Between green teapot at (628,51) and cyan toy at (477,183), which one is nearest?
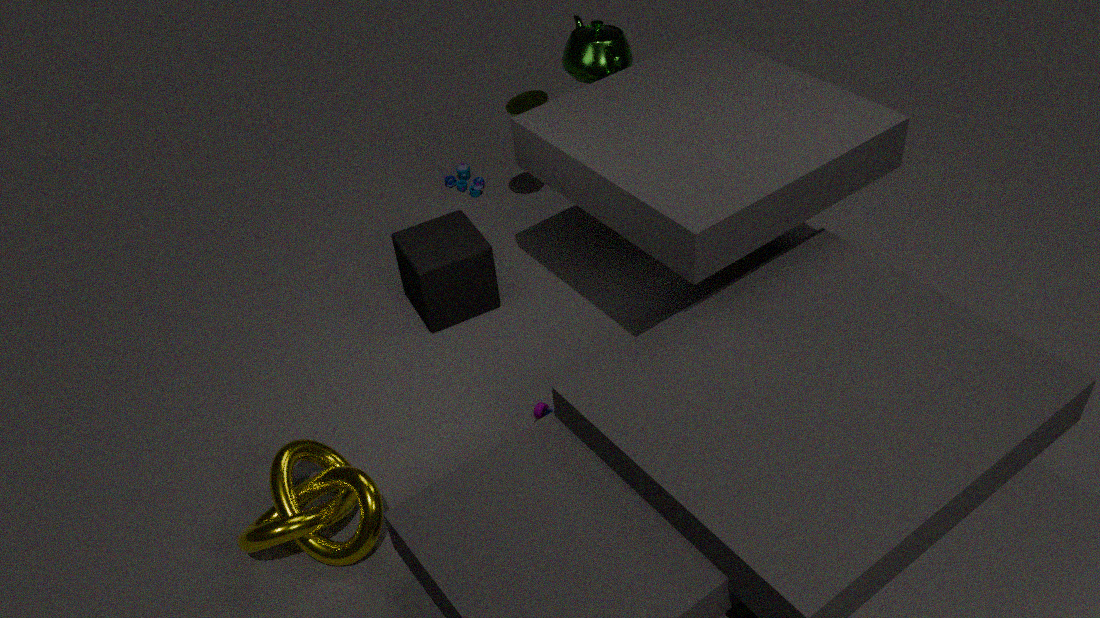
green teapot at (628,51)
